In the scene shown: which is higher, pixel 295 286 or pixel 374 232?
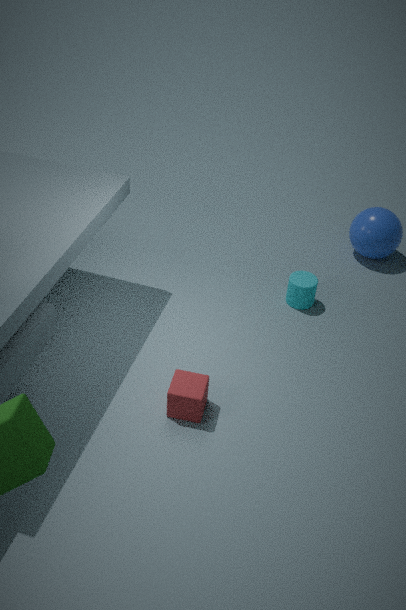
pixel 374 232
